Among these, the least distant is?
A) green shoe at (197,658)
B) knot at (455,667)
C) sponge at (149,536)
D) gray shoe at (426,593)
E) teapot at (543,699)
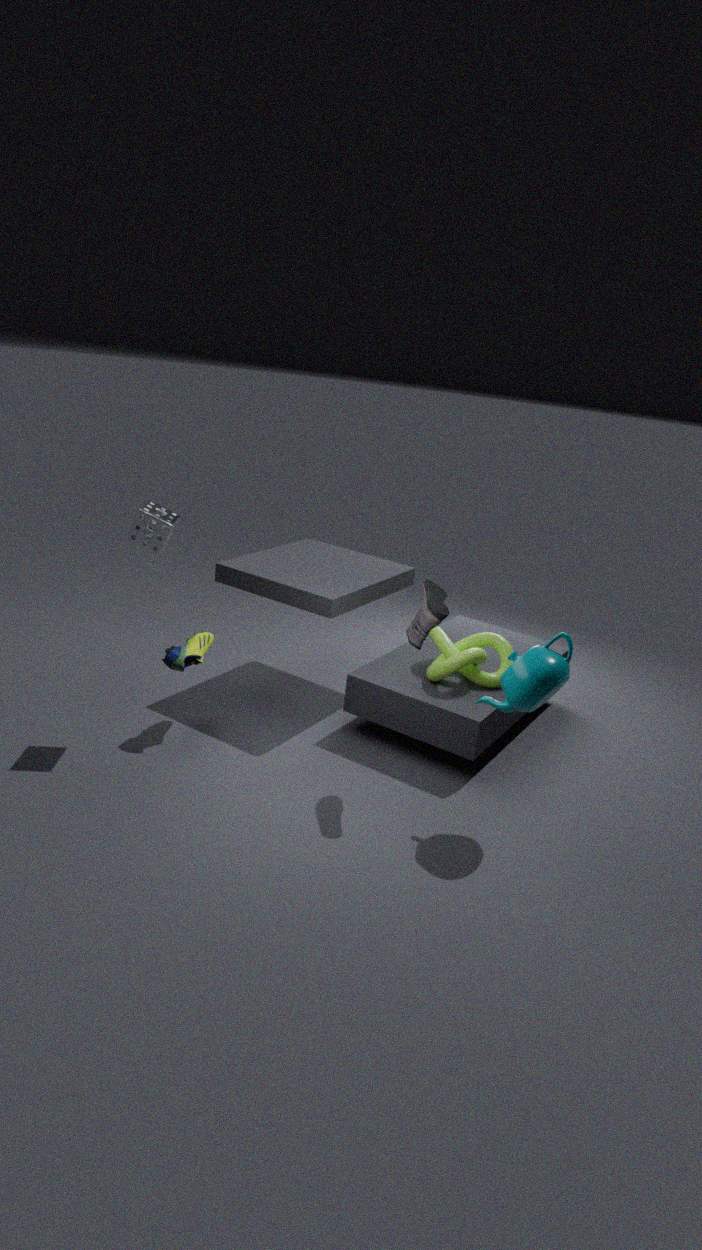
teapot at (543,699)
